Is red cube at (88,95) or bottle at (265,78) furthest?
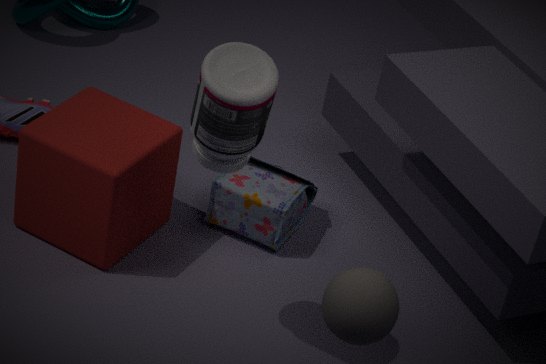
red cube at (88,95)
